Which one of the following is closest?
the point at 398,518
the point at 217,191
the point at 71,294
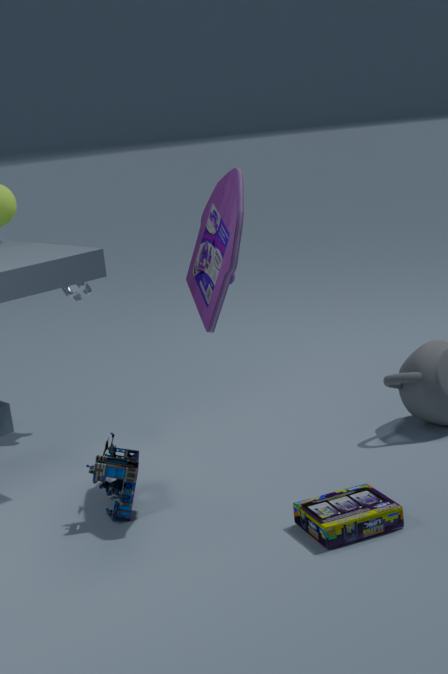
the point at 398,518
